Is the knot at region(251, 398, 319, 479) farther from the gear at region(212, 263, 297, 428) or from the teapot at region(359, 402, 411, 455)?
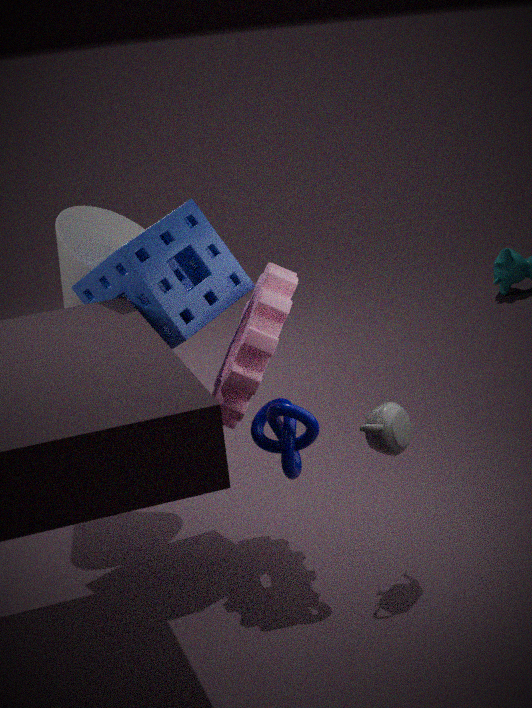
the teapot at region(359, 402, 411, 455)
